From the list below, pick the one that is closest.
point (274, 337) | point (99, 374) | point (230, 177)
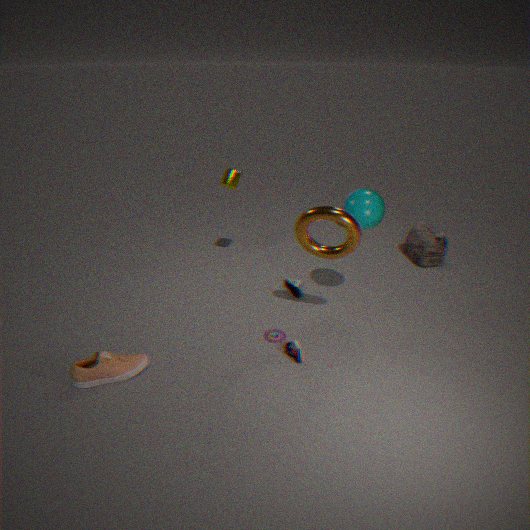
point (99, 374)
